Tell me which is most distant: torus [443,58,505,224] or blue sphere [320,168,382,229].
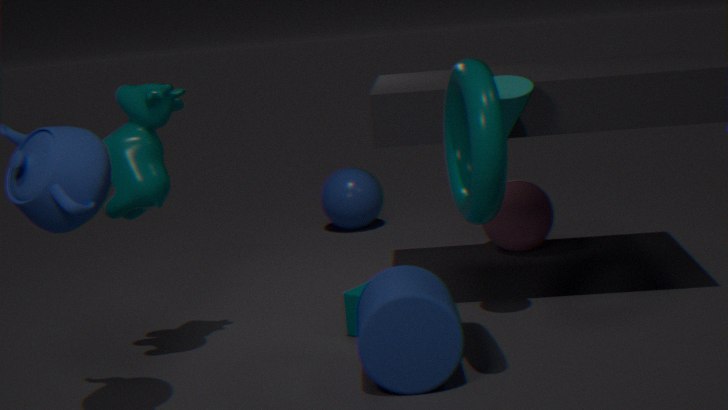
blue sphere [320,168,382,229]
